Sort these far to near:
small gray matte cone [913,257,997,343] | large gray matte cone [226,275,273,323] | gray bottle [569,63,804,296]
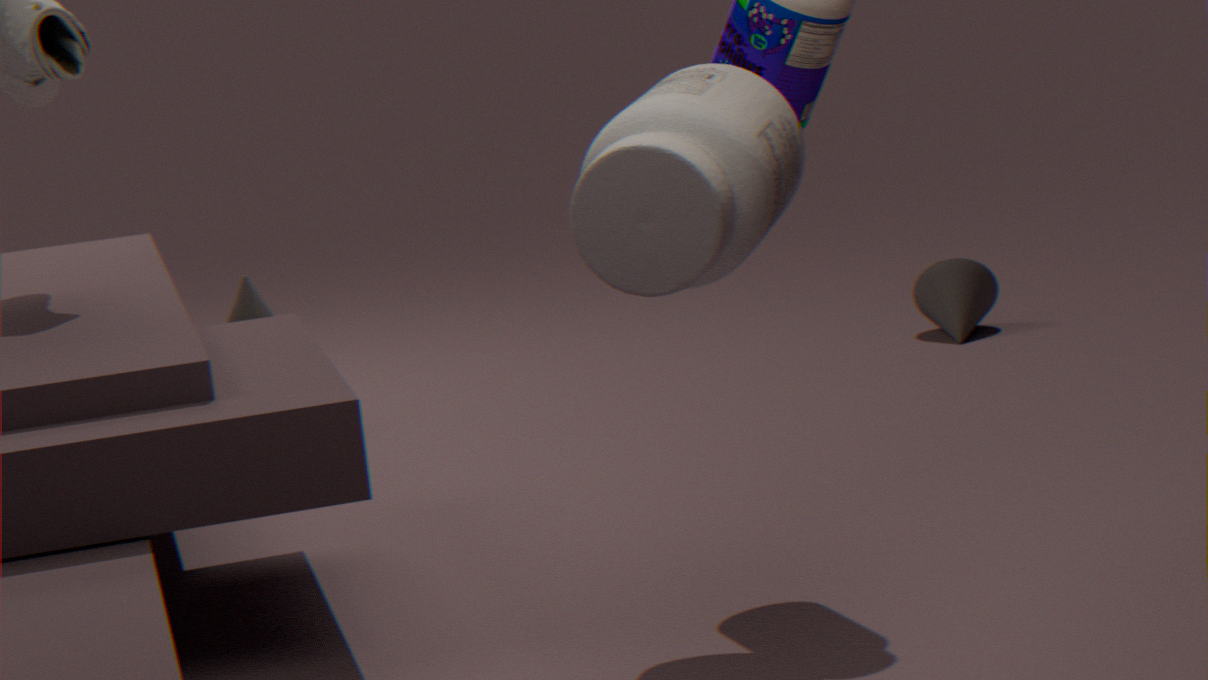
small gray matte cone [913,257,997,343] < large gray matte cone [226,275,273,323] < gray bottle [569,63,804,296]
